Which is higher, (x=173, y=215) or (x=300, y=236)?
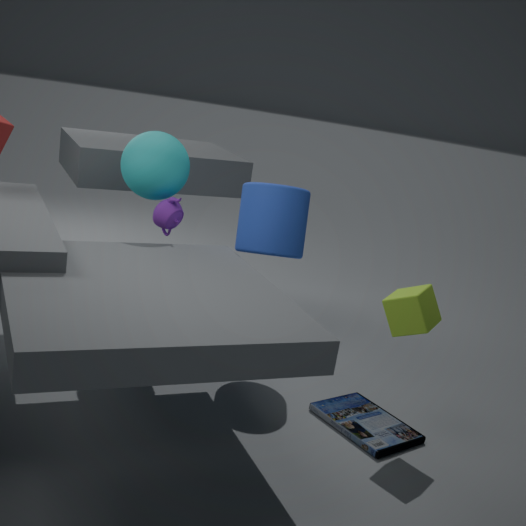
(x=300, y=236)
